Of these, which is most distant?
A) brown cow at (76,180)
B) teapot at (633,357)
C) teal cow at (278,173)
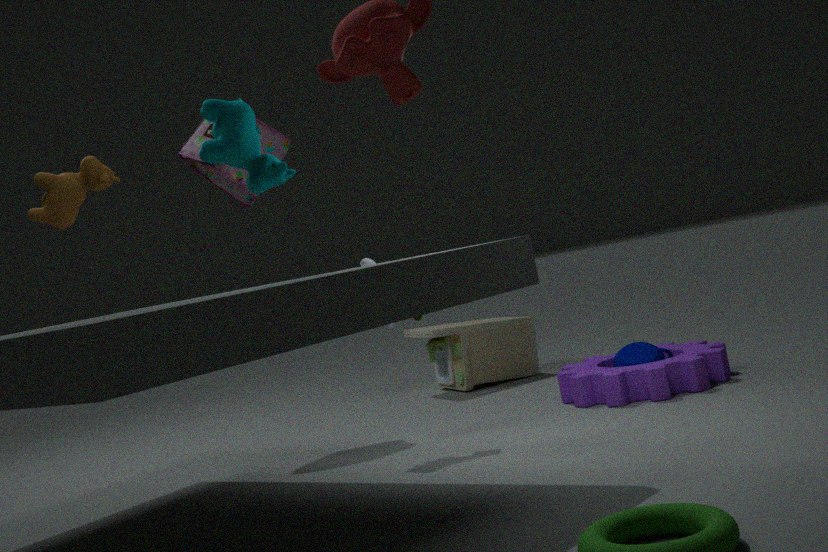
teapot at (633,357)
